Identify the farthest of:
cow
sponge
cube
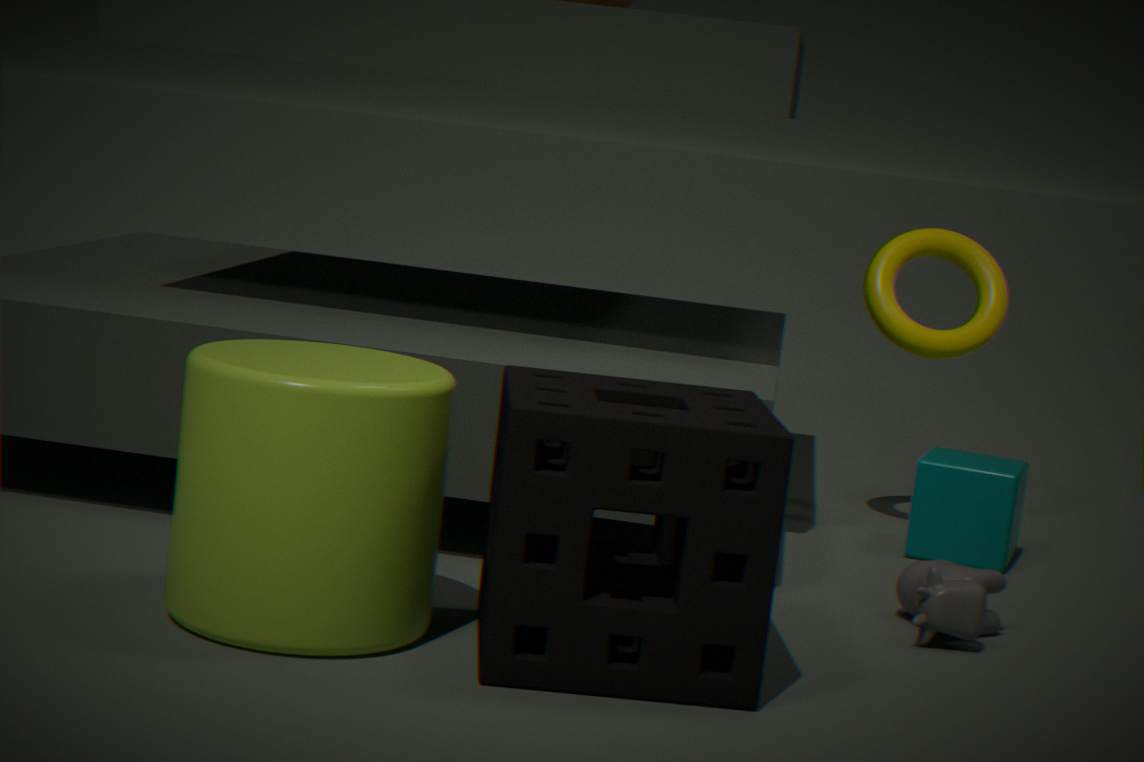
cube
